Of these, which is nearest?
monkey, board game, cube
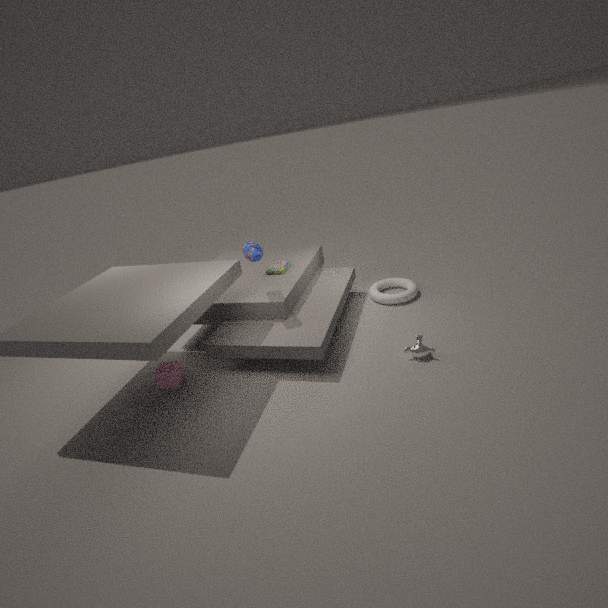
monkey
